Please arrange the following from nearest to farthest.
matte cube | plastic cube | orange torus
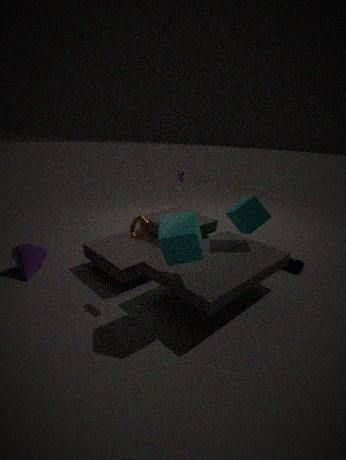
plastic cube
orange torus
matte cube
